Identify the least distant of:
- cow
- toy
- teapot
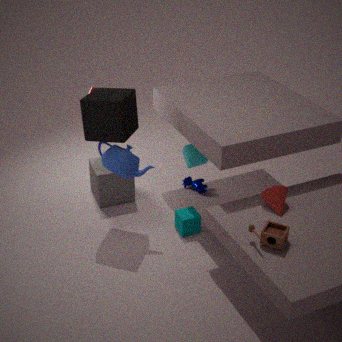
toy
